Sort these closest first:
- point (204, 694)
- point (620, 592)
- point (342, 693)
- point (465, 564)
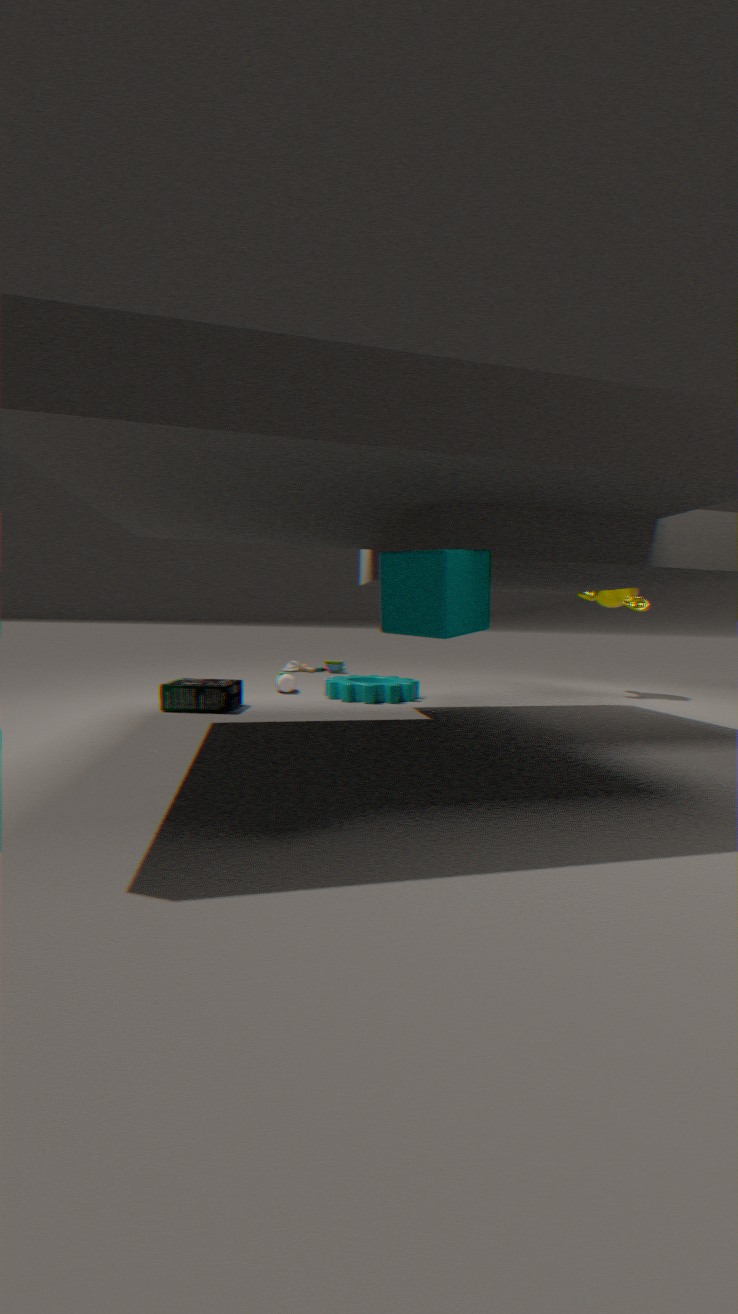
1. point (465, 564)
2. point (204, 694)
3. point (342, 693)
4. point (620, 592)
